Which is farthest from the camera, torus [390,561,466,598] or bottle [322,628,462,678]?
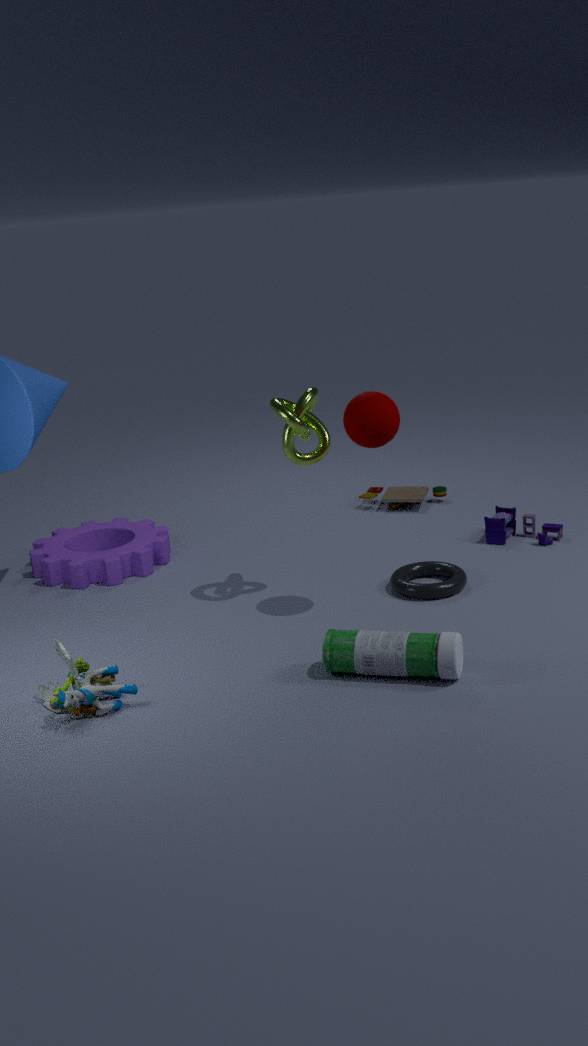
torus [390,561,466,598]
